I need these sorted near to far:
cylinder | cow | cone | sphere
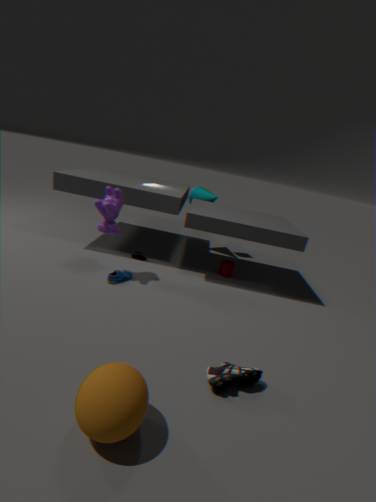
sphere, cow, cylinder, cone
